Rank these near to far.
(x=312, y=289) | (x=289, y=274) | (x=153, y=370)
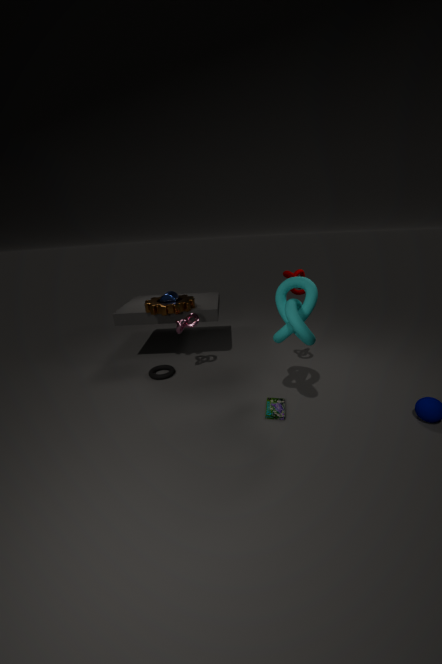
(x=312, y=289) < (x=289, y=274) < (x=153, y=370)
